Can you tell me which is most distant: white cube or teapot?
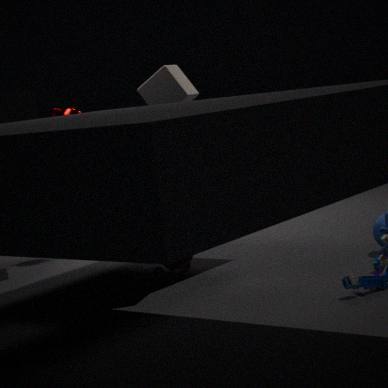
teapot
